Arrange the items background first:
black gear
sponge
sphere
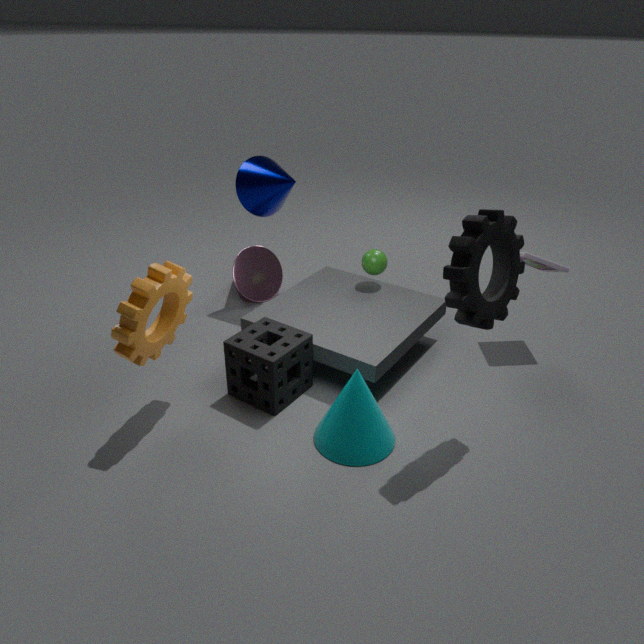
sphere < sponge < black gear
